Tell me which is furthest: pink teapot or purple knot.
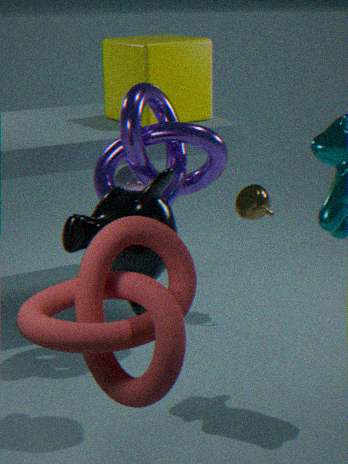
pink teapot
